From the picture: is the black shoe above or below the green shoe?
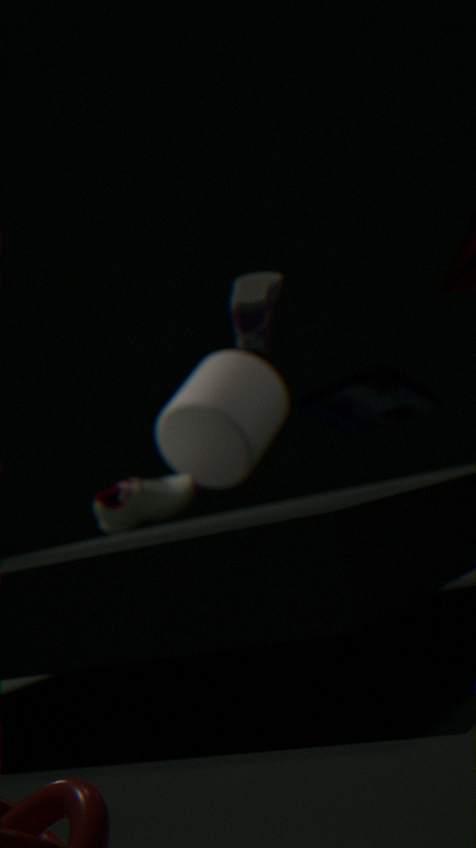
above
